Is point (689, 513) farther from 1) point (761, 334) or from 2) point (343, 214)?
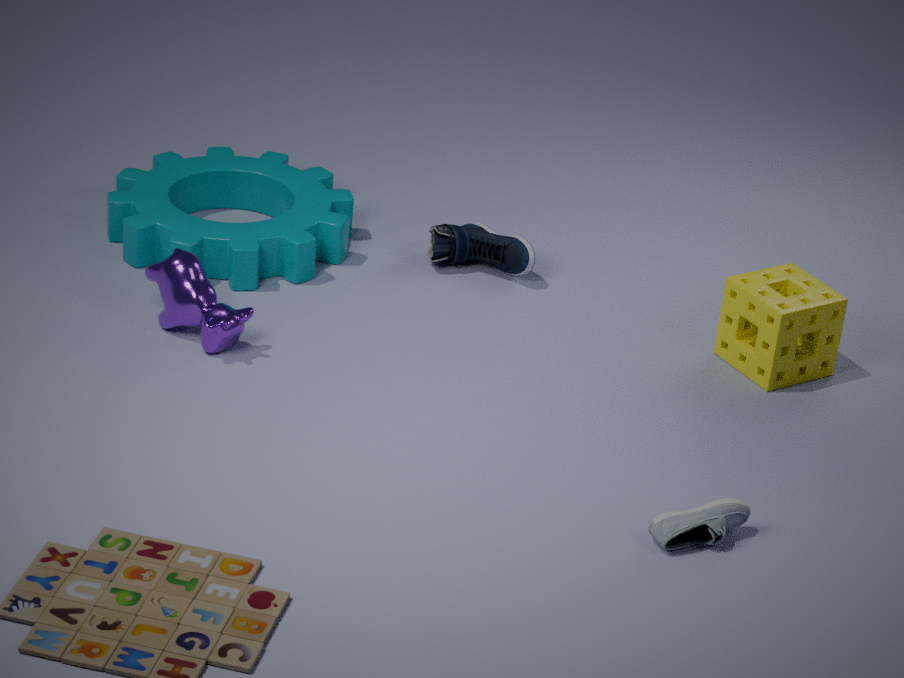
2) point (343, 214)
